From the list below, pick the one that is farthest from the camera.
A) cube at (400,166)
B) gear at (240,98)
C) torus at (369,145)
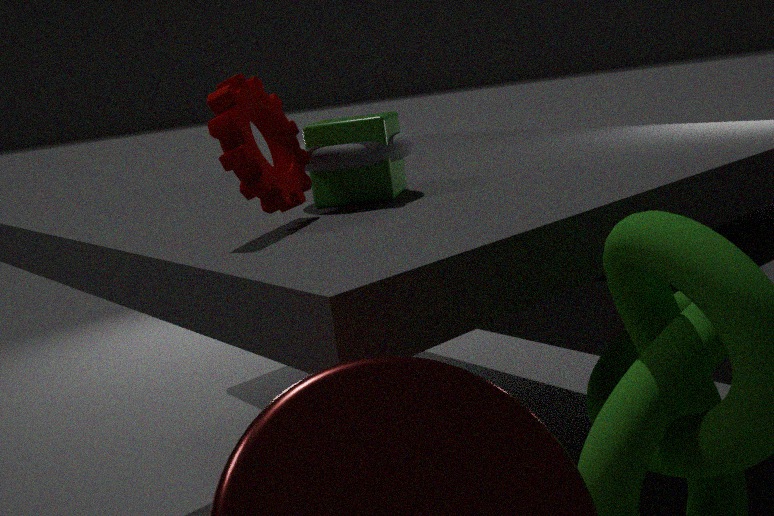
cube at (400,166)
